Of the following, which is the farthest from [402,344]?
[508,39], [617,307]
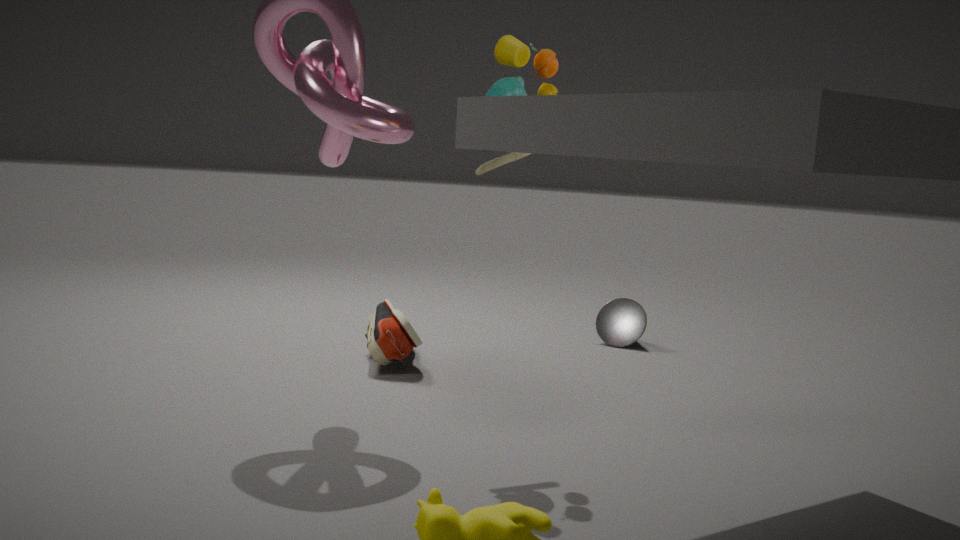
[508,39]
